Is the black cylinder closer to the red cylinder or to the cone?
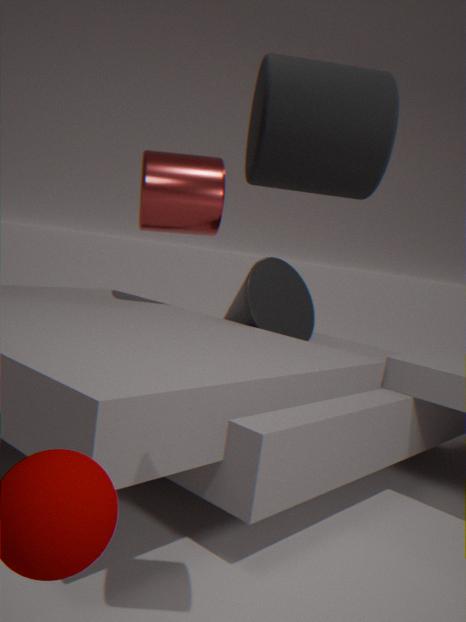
the cone
